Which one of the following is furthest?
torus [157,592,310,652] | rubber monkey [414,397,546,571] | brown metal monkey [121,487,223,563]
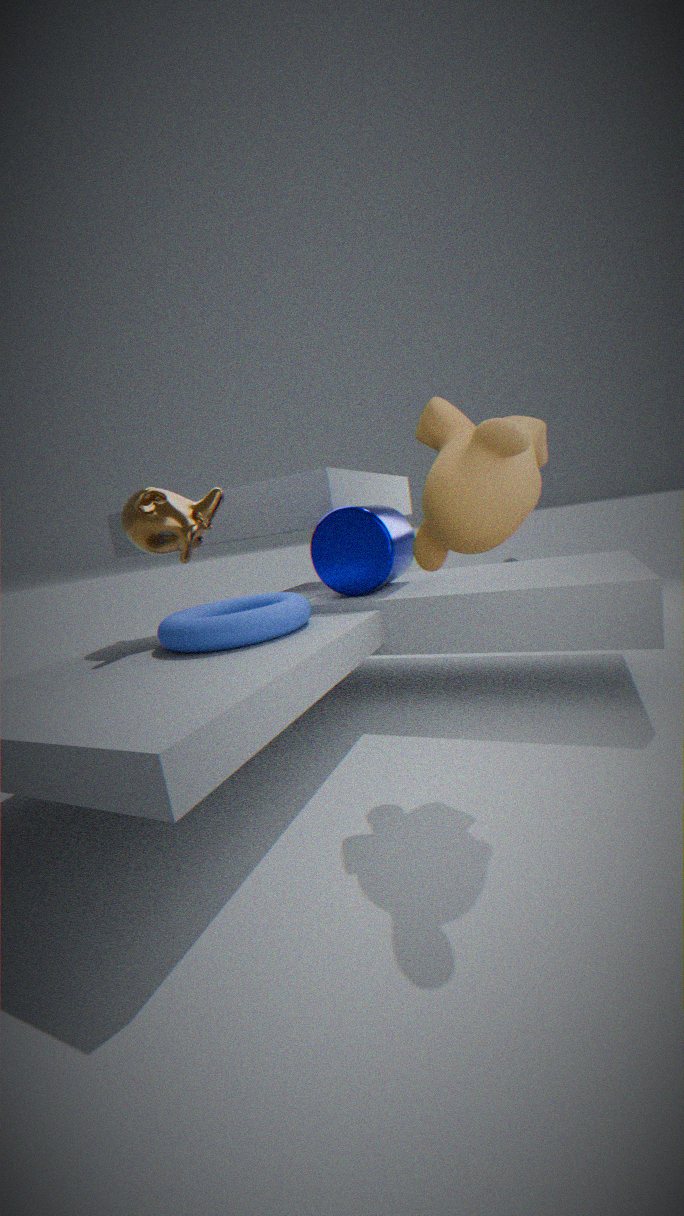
brown metal monkey [121,487,223,563]
